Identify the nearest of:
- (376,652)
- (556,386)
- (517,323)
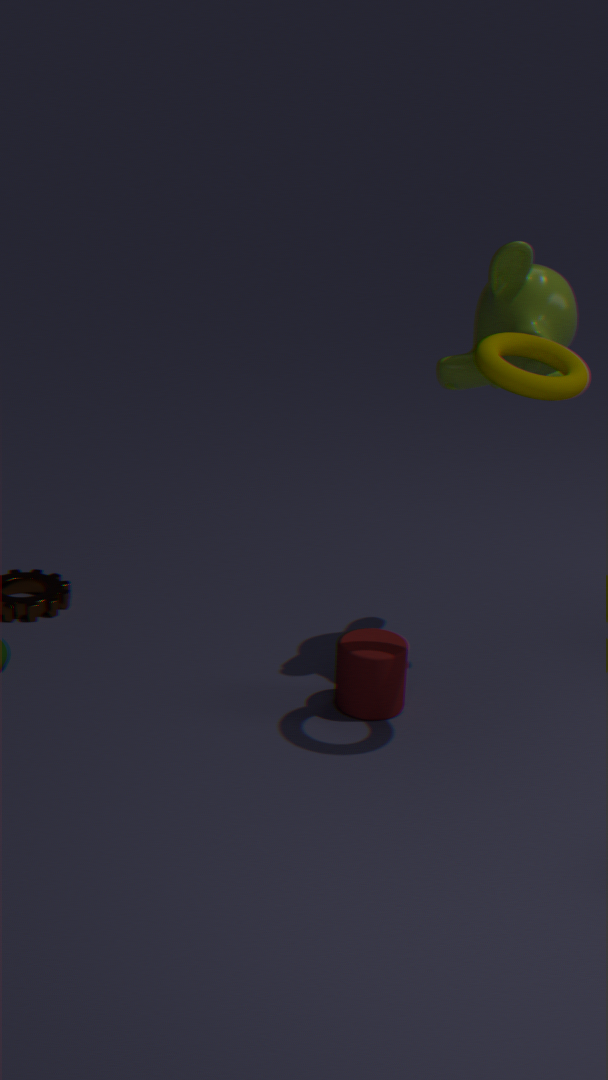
(556,386)
